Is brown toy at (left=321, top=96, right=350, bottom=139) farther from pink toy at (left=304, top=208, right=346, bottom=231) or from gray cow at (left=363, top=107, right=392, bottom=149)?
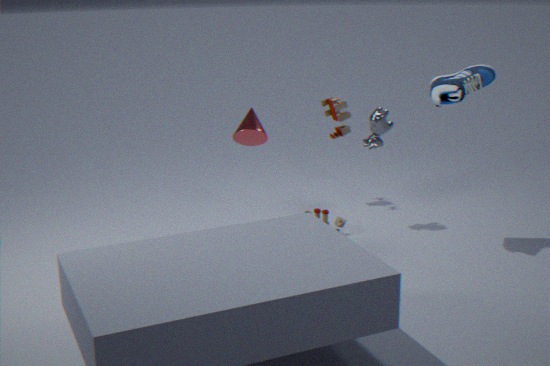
pink toy at (left=304, top=208, right=346, bottom=231)
